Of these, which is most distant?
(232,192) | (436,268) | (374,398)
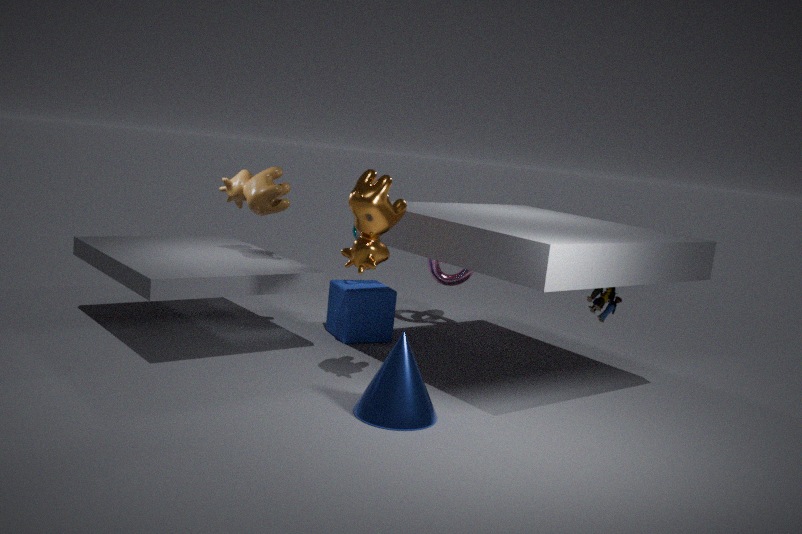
(436,268)
